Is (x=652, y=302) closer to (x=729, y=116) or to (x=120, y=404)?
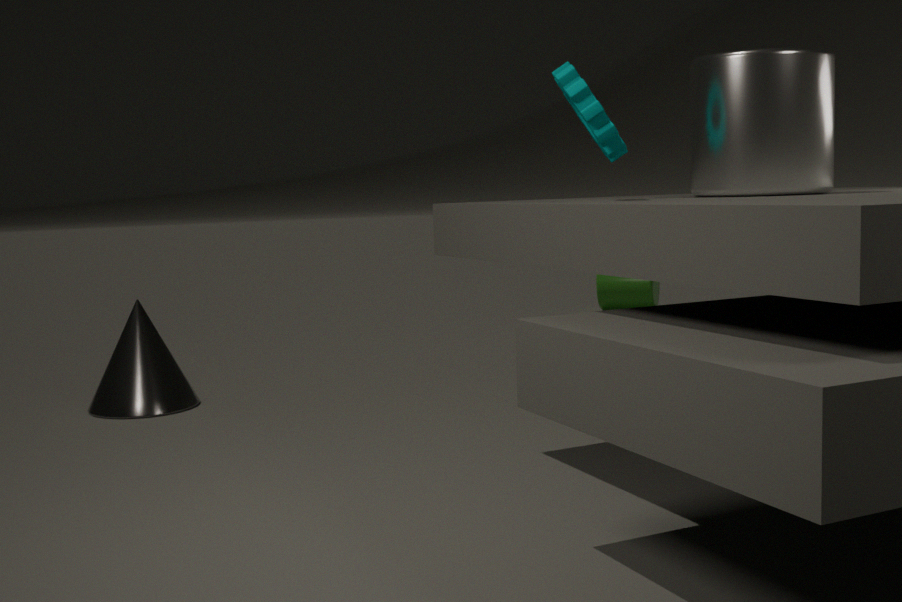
(x=120, y=404)
